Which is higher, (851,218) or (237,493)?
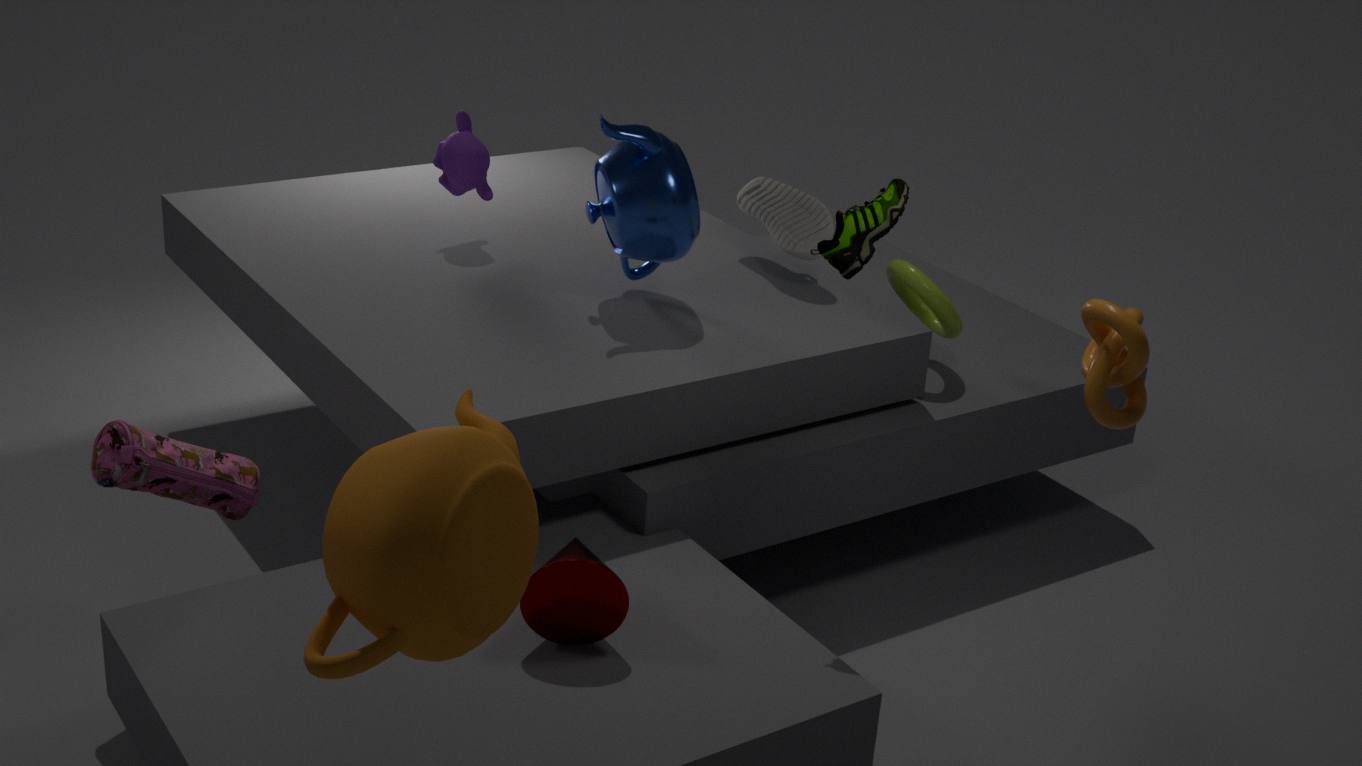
(851,218)
